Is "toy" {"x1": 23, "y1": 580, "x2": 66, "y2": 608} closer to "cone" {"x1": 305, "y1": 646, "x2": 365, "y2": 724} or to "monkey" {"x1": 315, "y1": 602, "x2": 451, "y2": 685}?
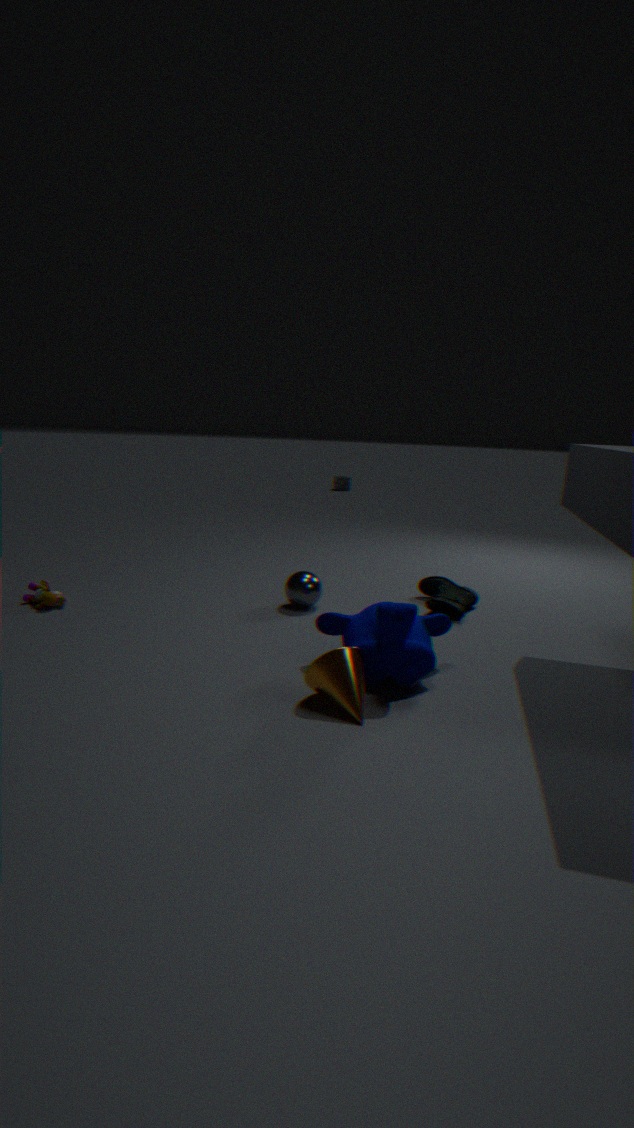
"monkey" {"x1": 315, "y1": 602, "x2": 451, "y2": 685}
